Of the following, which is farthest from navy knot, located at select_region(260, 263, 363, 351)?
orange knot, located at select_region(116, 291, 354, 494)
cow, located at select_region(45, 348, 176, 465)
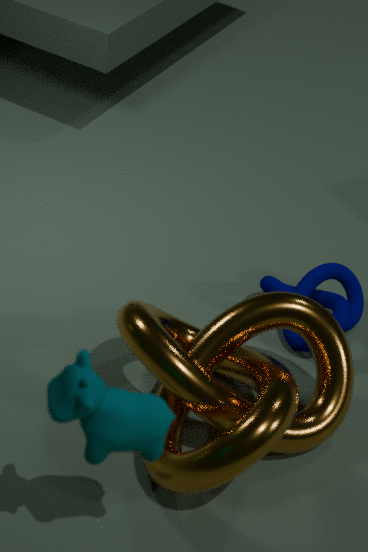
cow, located at select_region(45, 348, 176, 465)
